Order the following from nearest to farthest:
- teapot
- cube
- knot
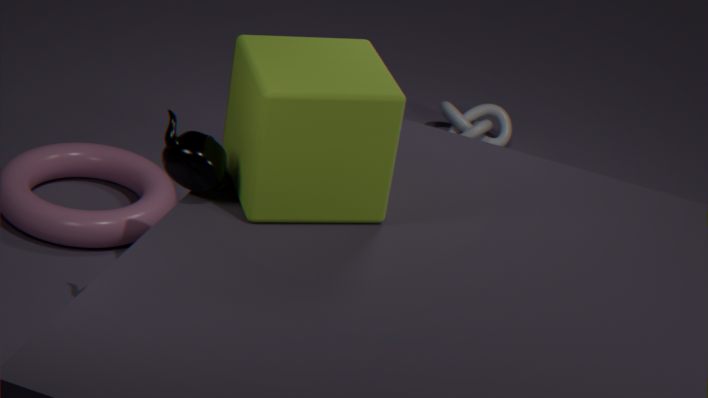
cube, teapot, knot
